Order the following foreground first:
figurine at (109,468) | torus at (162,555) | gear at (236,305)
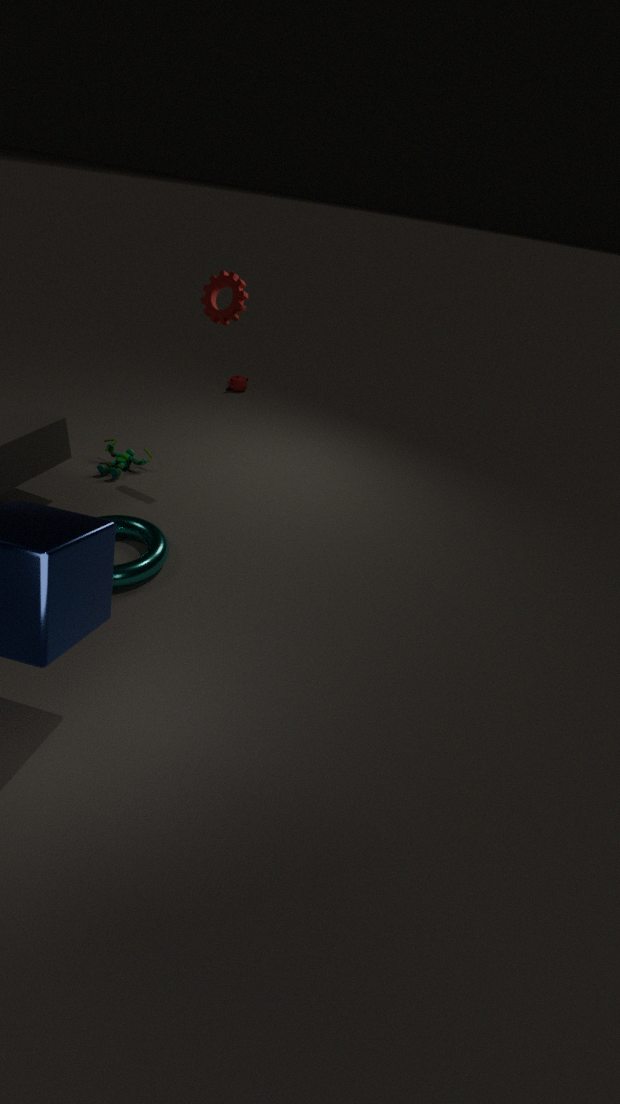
torus at (162,555) → gear at (236,305) → figurine at (109,468)
